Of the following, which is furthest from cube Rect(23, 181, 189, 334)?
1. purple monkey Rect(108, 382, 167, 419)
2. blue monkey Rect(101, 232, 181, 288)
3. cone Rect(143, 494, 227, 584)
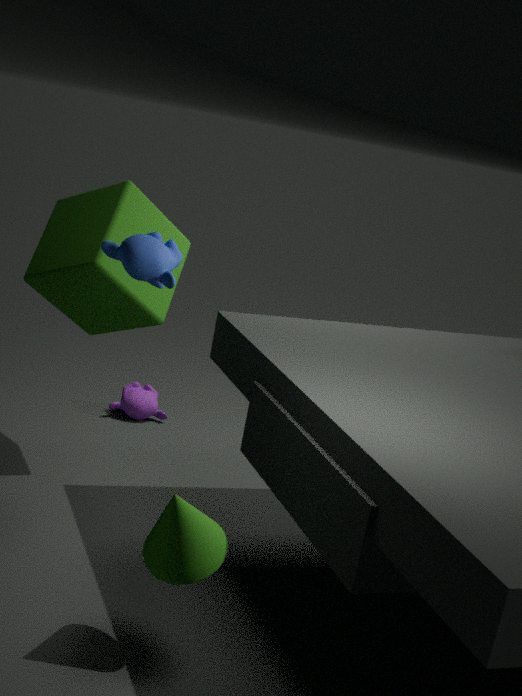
cone Rect(143, 494, 227, 584)
